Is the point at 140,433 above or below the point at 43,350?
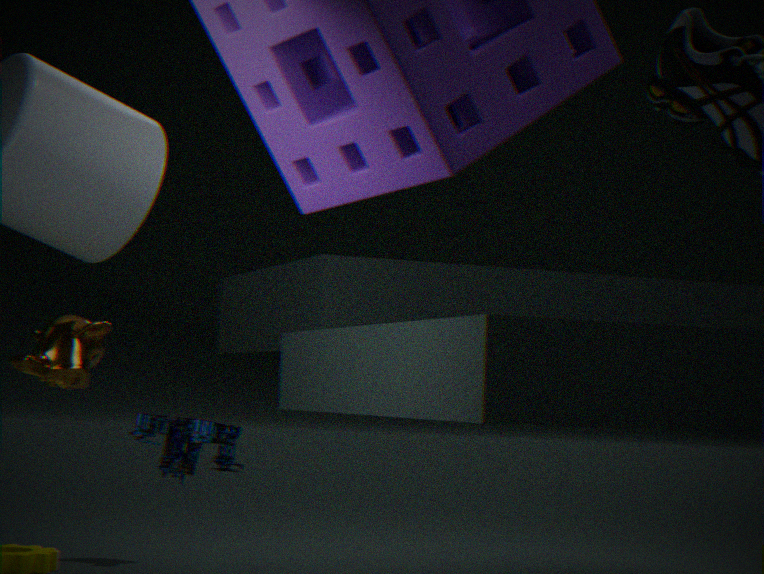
below
